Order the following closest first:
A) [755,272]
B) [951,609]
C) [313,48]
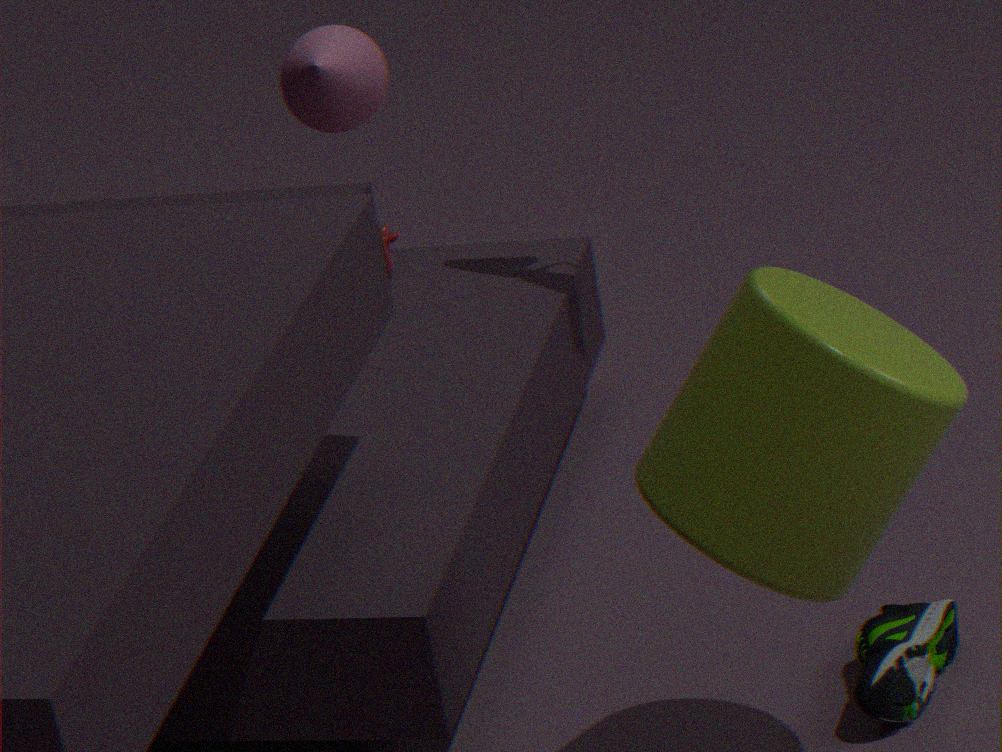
[755,272] < [951,609] < [313,48]
